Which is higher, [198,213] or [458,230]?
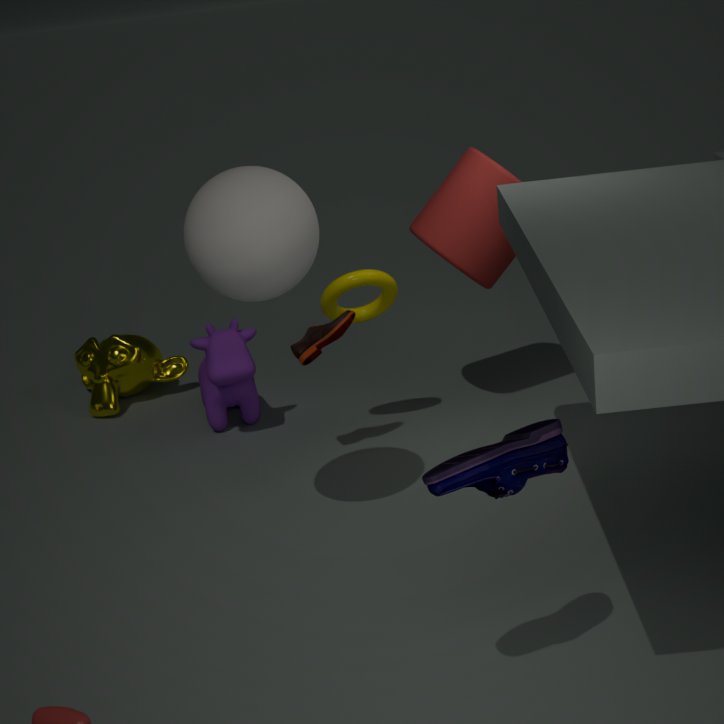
[198,213]
